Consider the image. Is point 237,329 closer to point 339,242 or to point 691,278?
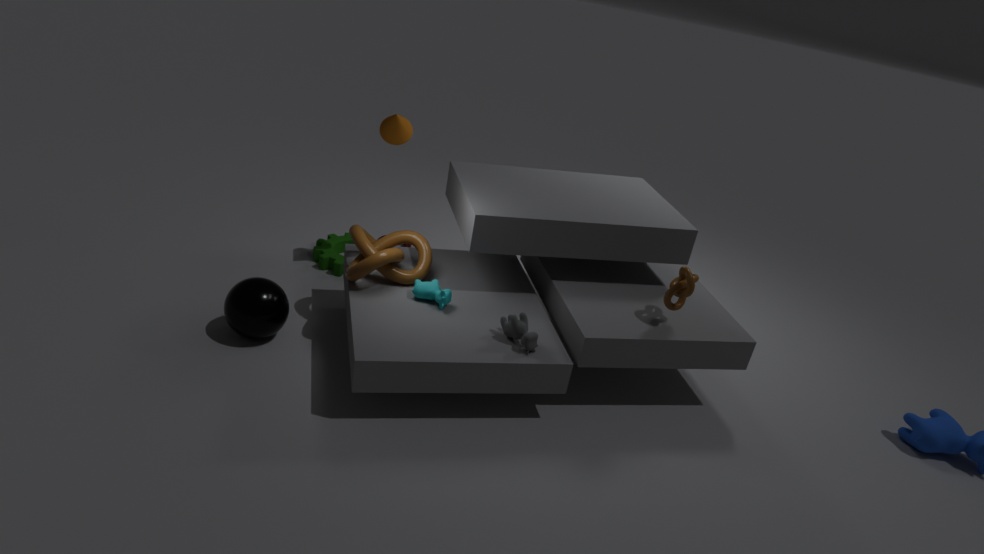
point 339,242
